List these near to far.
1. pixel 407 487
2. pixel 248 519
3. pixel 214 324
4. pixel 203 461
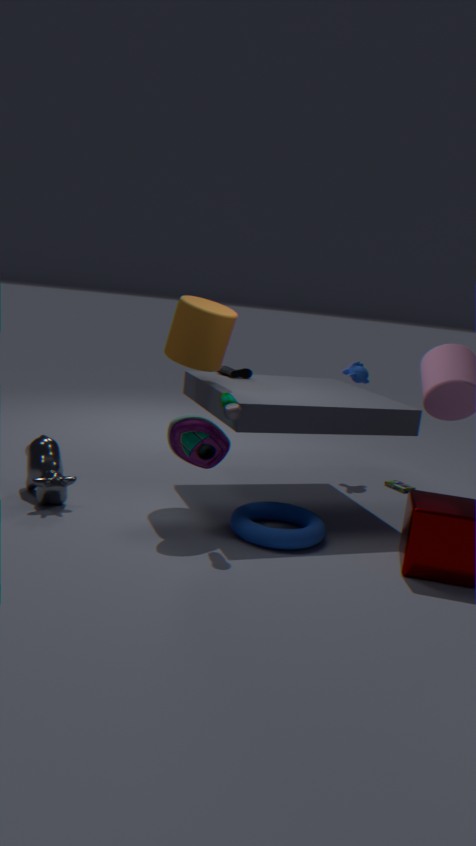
pixel 203 461, pixel 248 519, pixel 214 324, pixel 407 487
